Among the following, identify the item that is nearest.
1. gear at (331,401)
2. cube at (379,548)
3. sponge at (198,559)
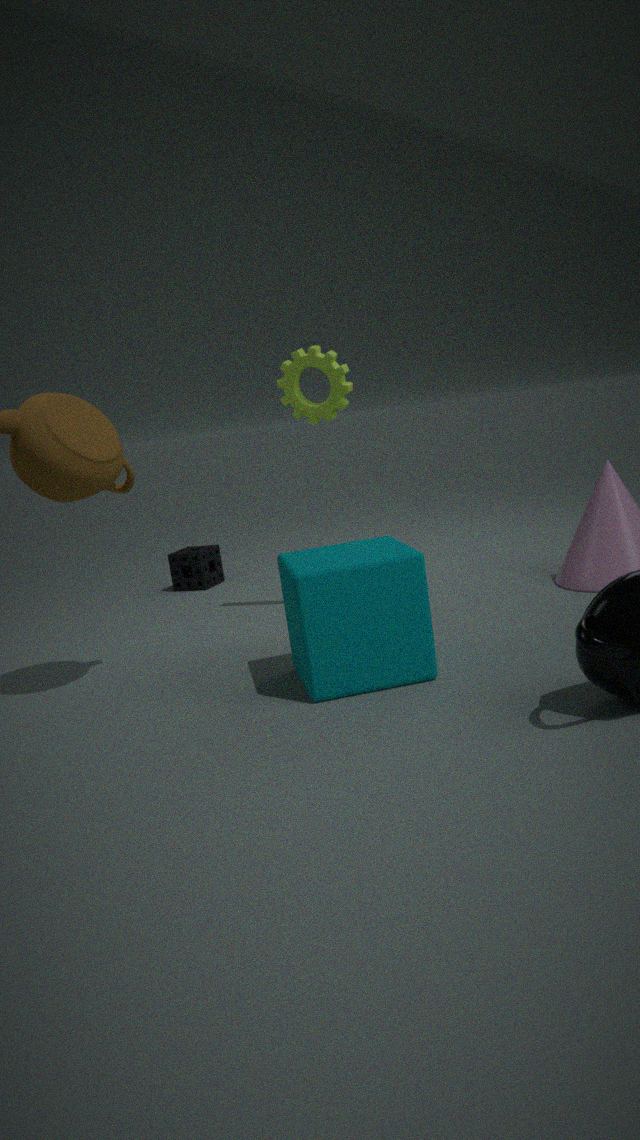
cube at (379,548)
